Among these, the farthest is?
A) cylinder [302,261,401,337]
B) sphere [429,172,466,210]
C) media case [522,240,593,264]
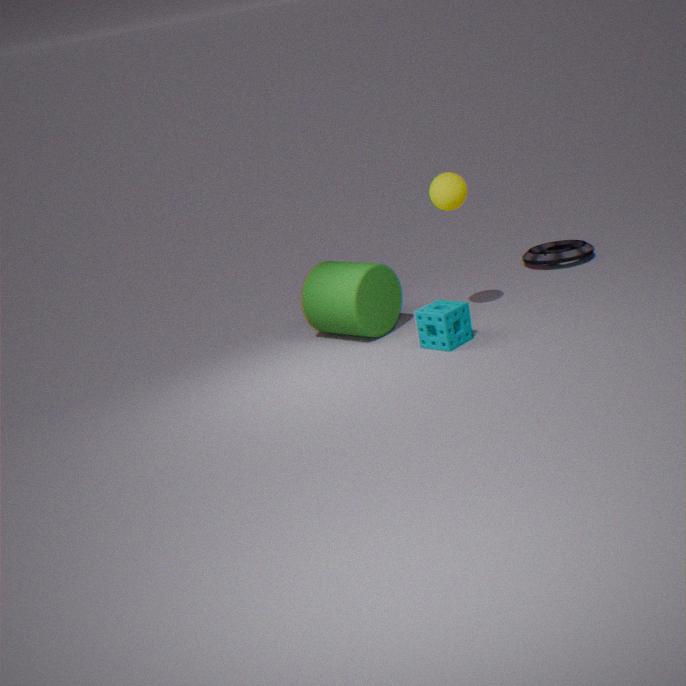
media case [522,240,593,264]
